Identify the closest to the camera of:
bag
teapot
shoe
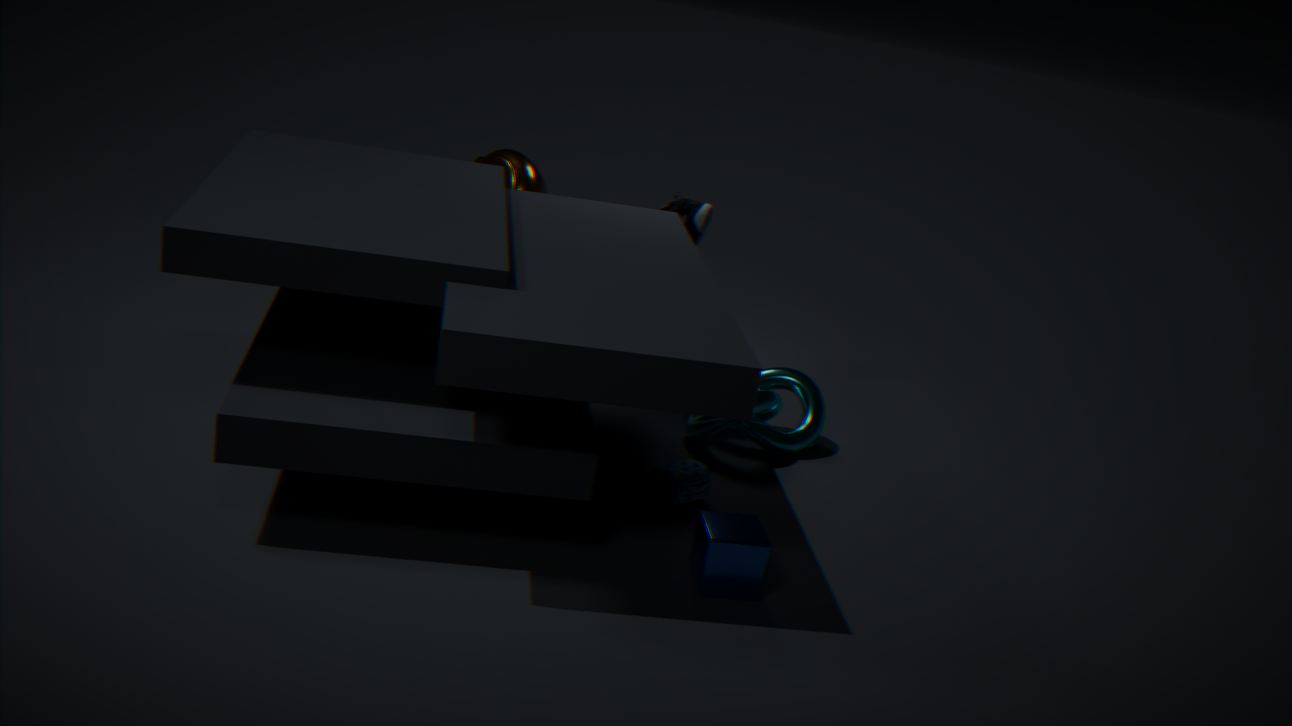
bag
